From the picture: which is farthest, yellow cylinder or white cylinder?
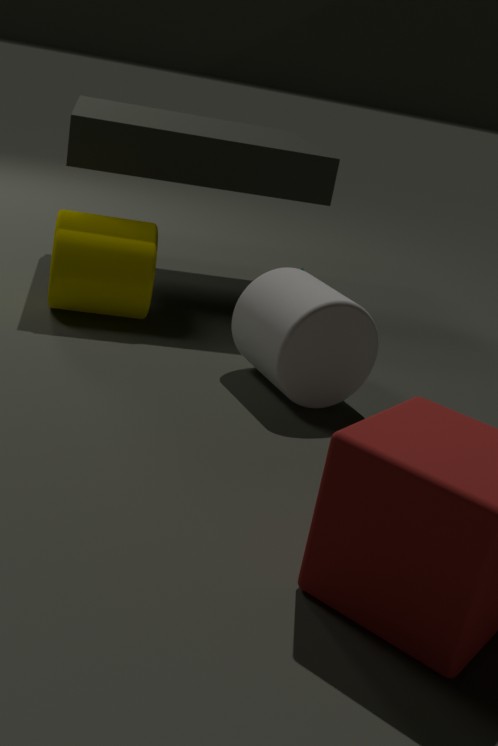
yellow cylinder
